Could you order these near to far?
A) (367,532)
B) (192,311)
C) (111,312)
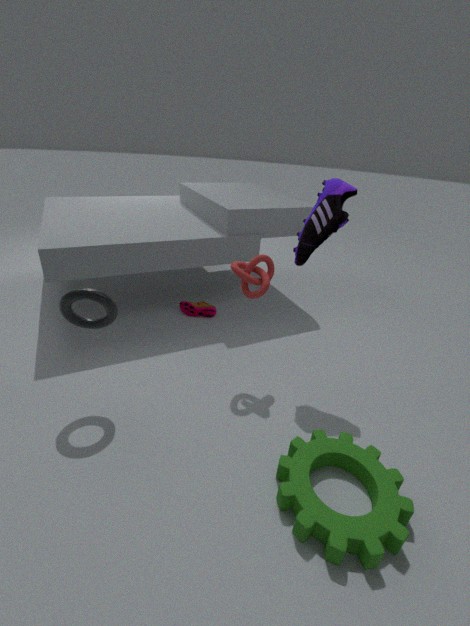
1. (367,532)
2. (111,312)
3. (192,311)
